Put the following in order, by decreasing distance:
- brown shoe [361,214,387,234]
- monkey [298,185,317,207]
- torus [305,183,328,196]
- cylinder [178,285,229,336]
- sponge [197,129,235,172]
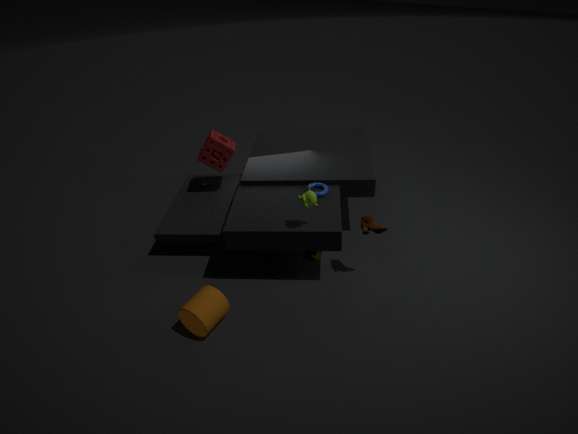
sponge [197,129,235,172] → torus [305,183,328,196] → brown shoe [361,214,387,234] → monkey [298,185,317,207] → cylinder [178,285,229,336]
